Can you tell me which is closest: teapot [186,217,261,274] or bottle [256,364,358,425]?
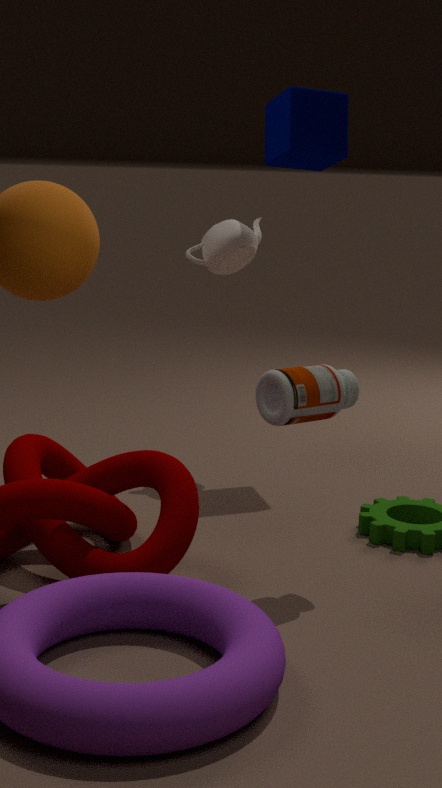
bottle [256,364,358,425]
